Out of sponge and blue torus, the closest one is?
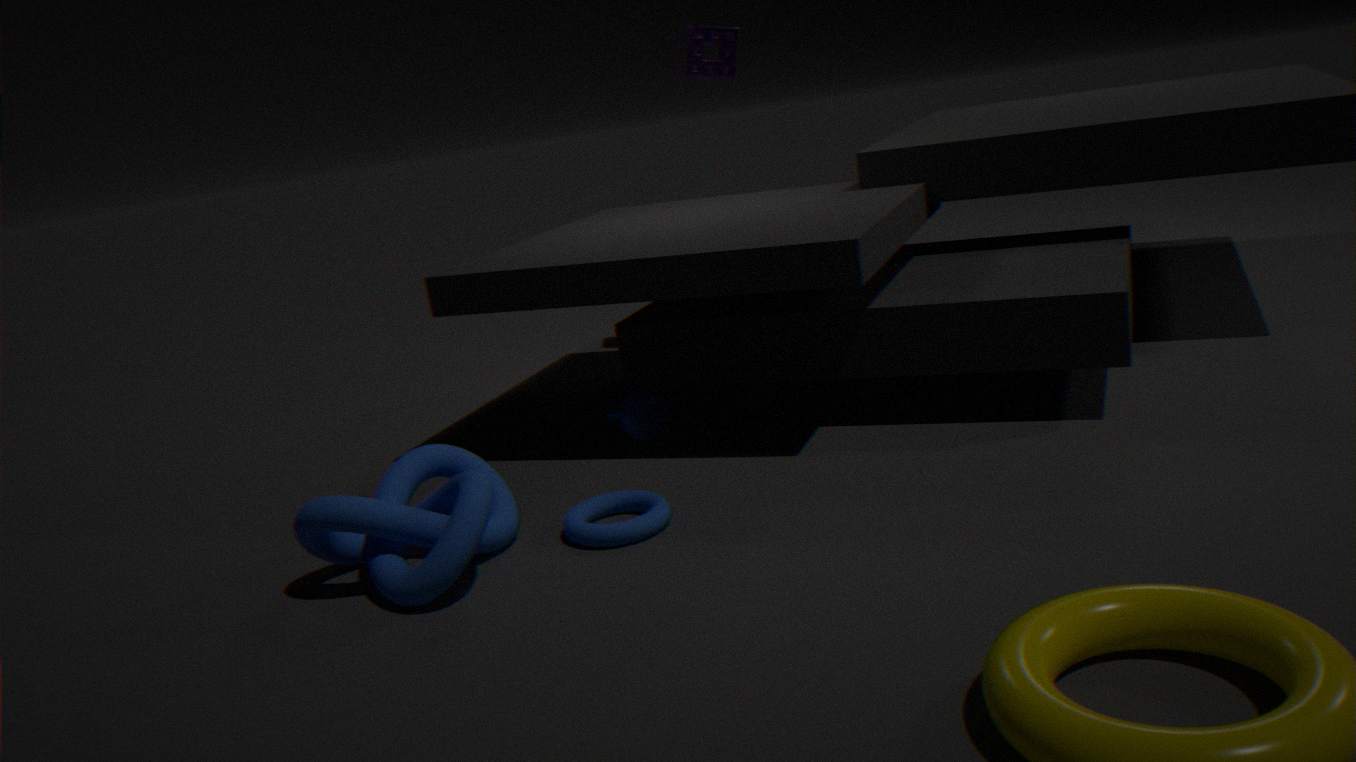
blue torus
